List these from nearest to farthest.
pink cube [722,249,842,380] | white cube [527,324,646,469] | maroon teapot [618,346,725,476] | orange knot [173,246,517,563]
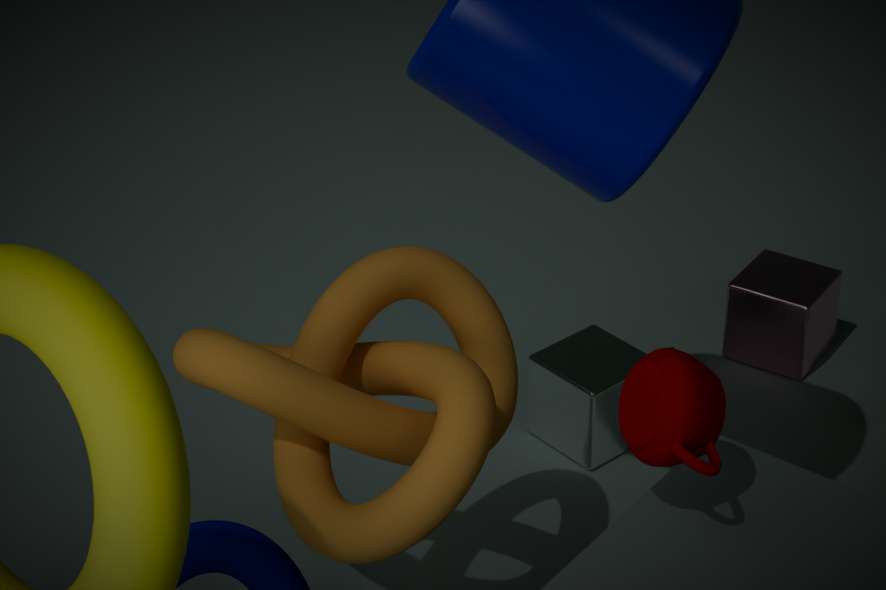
maroon teapot [618,346,725,476] → orange knot [173,246,517,563] → white cube [527,324,646,469] → pink cube [722,249,842,380]
